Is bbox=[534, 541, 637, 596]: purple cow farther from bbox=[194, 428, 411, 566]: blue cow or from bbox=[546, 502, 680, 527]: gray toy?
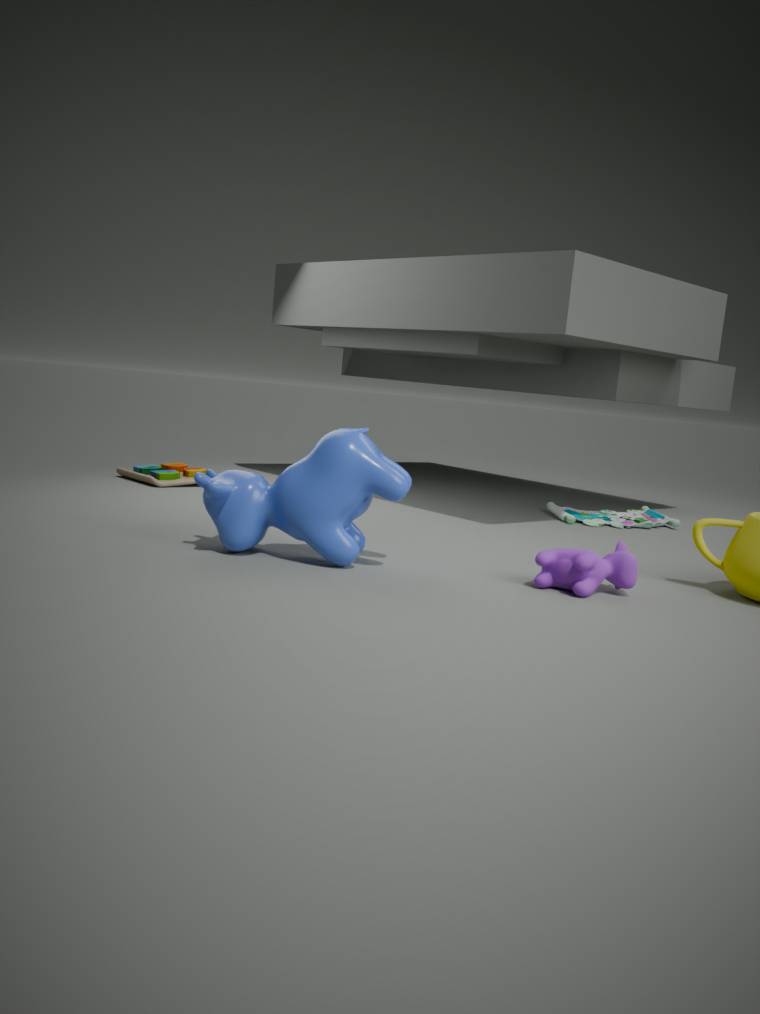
bbox=[546, 502, 680, 527]: gray toy
